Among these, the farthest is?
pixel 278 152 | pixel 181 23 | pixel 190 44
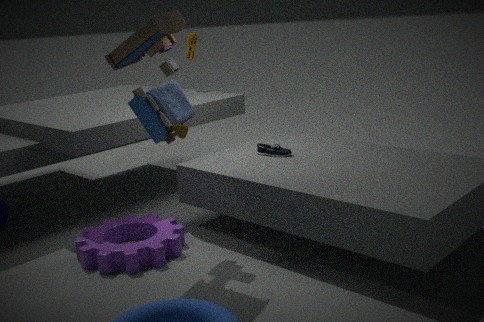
pixel 190 44
